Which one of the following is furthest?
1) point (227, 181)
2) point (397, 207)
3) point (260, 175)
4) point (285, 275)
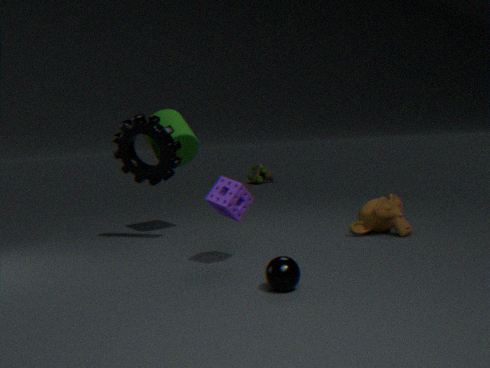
3. point (260, 175)
